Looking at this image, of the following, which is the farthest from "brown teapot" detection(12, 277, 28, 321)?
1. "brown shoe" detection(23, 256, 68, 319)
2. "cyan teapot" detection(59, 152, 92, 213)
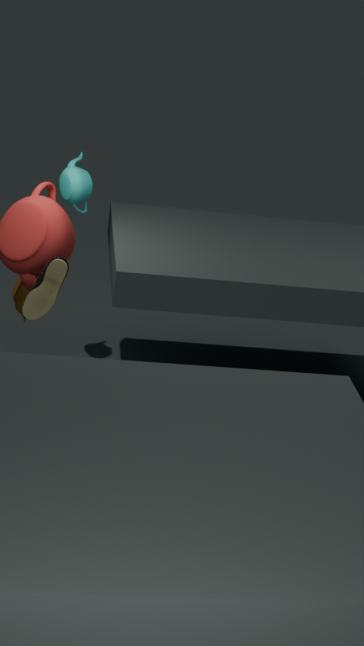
"brown shoe" detection(23, 256, 68, 319)
